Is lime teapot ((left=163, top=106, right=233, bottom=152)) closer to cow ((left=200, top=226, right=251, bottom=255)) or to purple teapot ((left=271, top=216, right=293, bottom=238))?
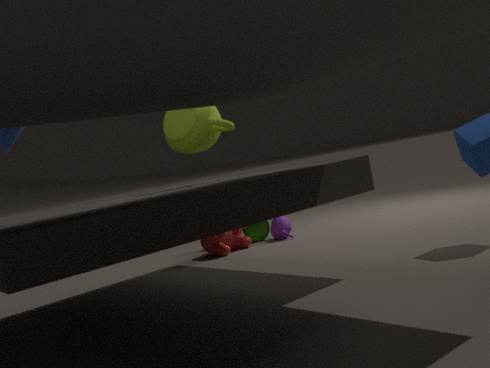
cow ((left=200, top=226, right=251, bottom=255))
